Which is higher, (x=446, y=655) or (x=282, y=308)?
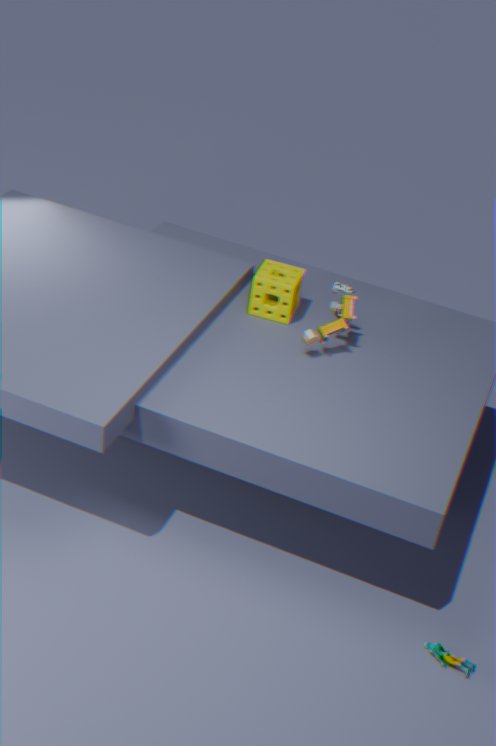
(x=282, y=308)
